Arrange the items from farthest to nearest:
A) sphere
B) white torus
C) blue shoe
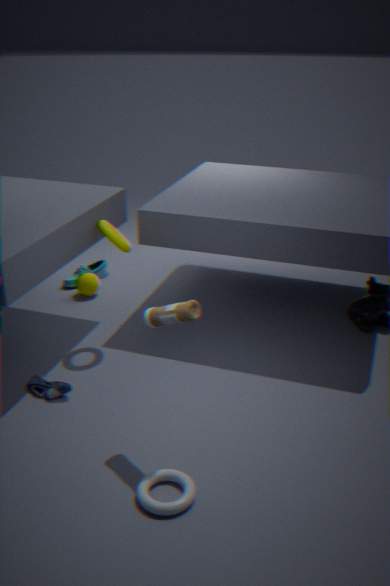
sphere → blue shoe → white torus
